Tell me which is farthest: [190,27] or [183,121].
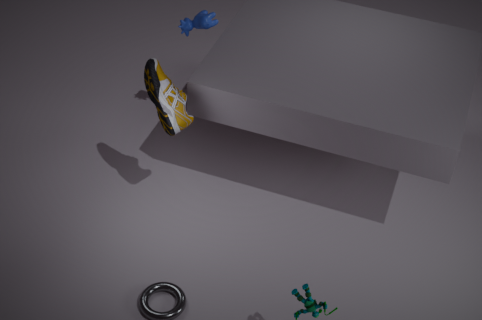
[190,27]
